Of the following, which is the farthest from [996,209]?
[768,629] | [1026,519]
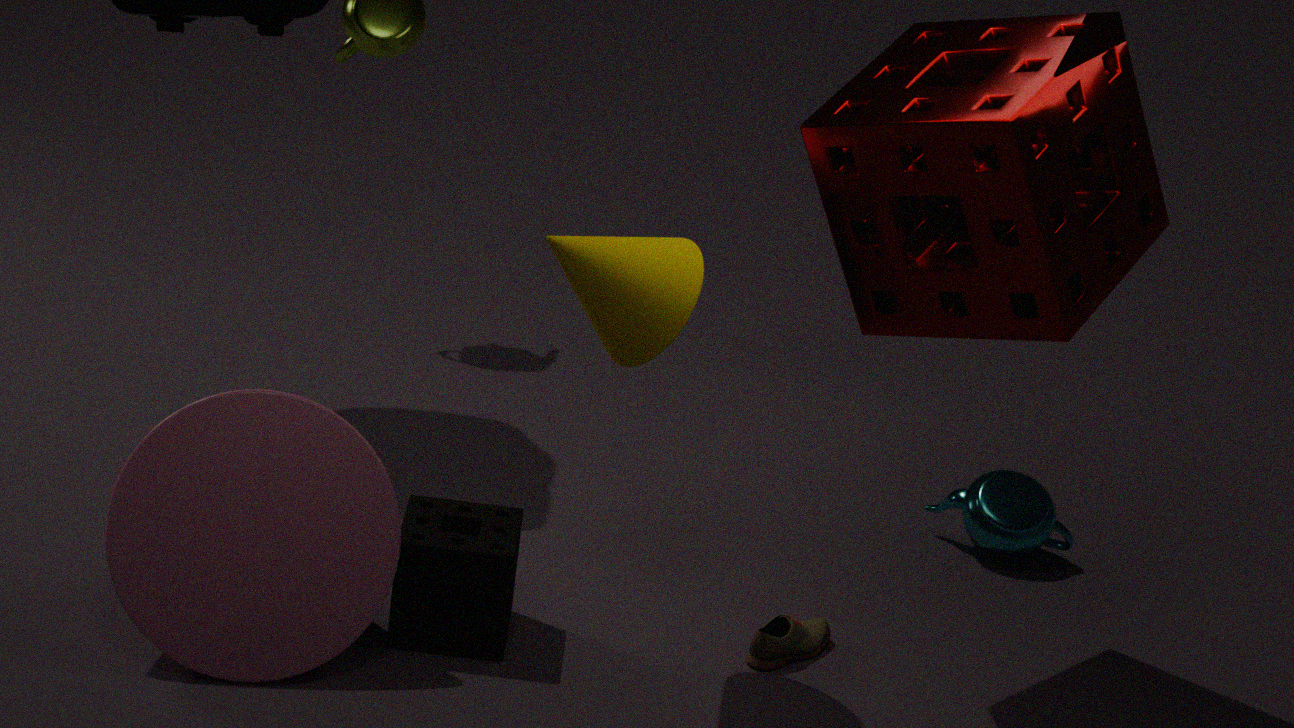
[1026,519]
